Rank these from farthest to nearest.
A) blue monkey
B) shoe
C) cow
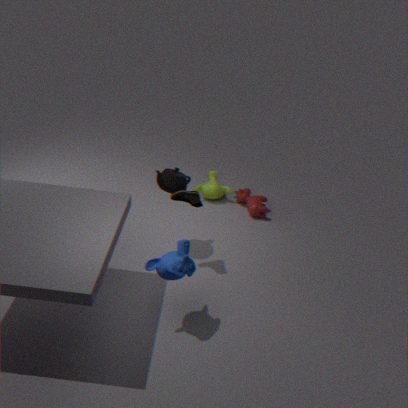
cow, shoe, blue monkey
